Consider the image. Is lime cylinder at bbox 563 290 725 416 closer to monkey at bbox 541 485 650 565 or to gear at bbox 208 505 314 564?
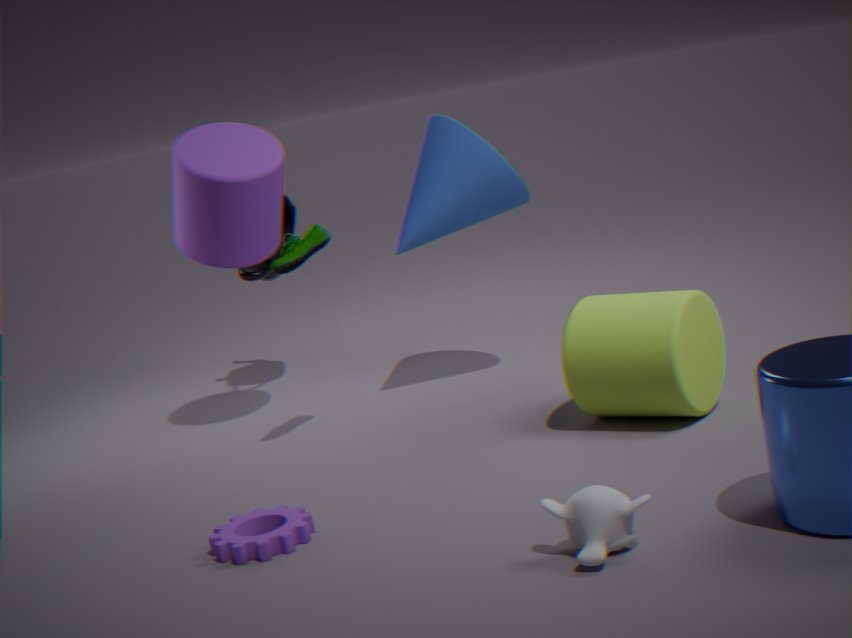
monkey at bbox 541 485 650 565
